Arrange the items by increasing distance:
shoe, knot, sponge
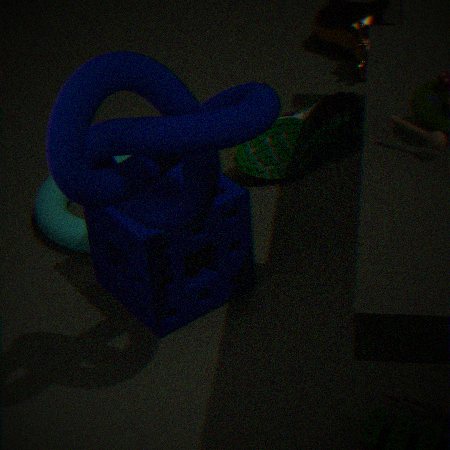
1. knot
2. sponge
3. shoe
